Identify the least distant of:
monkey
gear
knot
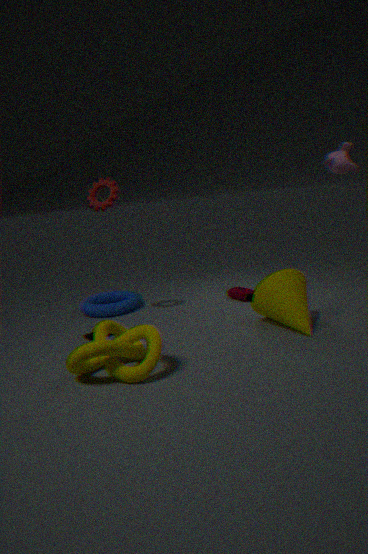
knot
